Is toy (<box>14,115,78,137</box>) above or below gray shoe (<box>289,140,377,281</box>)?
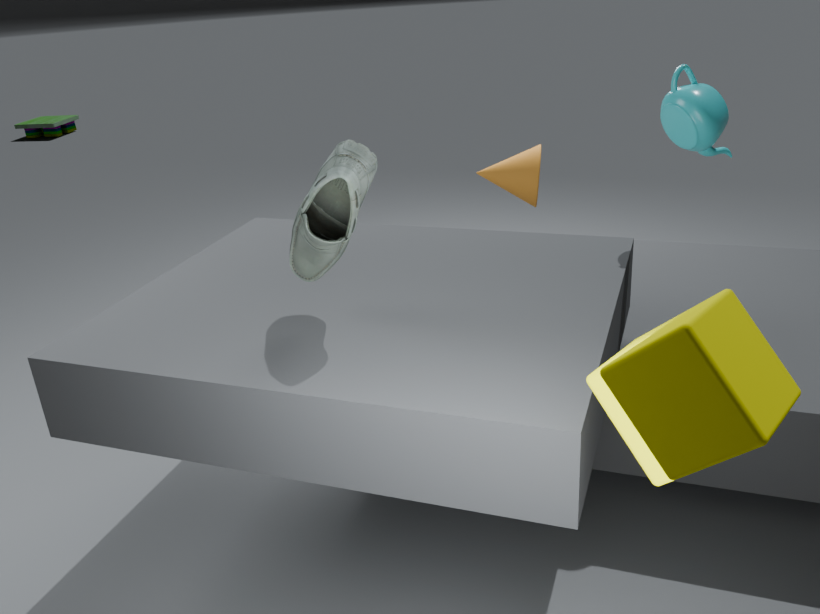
below
